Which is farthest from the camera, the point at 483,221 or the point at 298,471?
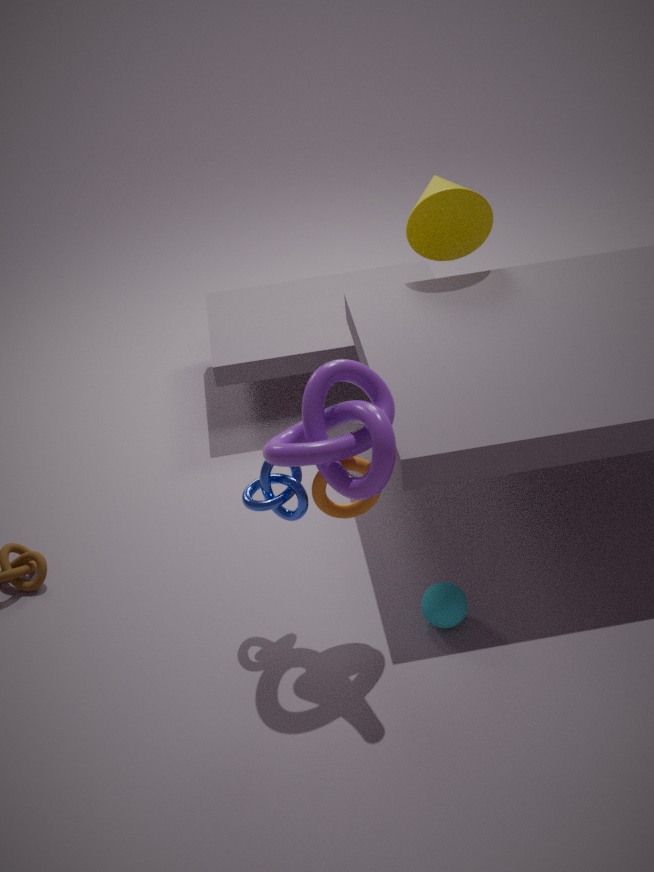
the point at 483,221
